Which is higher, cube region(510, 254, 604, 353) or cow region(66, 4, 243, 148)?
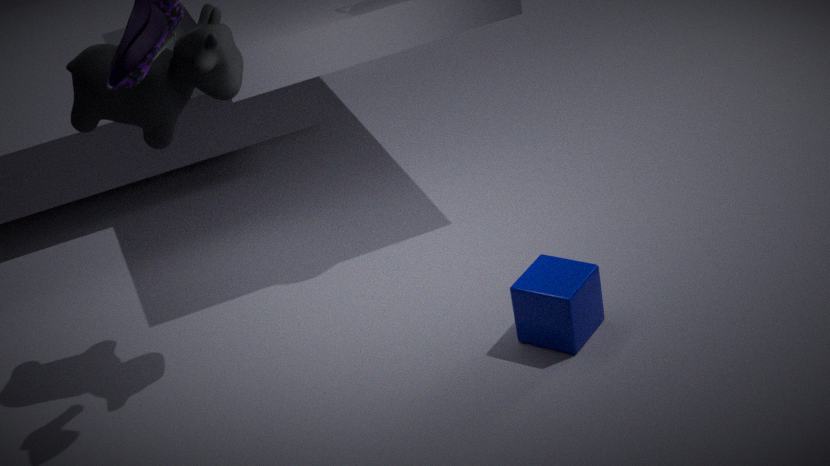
cow region(66, 4, 243, 148)
